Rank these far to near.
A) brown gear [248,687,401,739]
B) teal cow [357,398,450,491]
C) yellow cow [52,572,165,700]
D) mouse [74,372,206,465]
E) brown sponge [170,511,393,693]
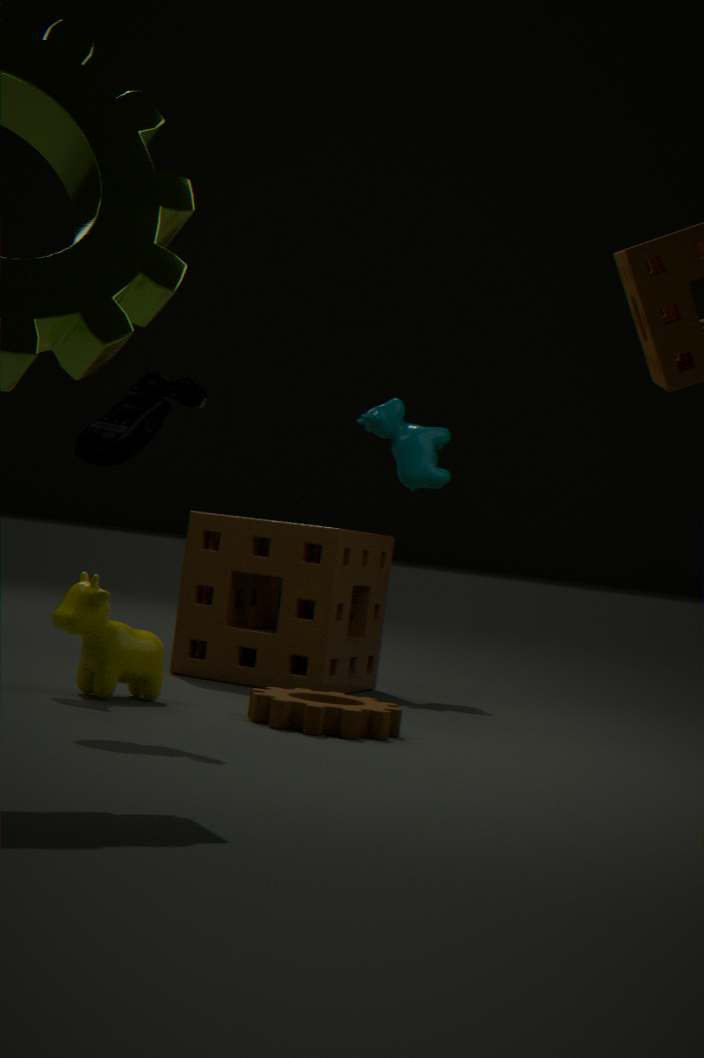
teal cow [357,398,450,491] < brown sponge [170,511,393,693] < yellow cow [52,572,165,700] < brown gear [248,687,401,739] < mouse [74,372,206,465]
